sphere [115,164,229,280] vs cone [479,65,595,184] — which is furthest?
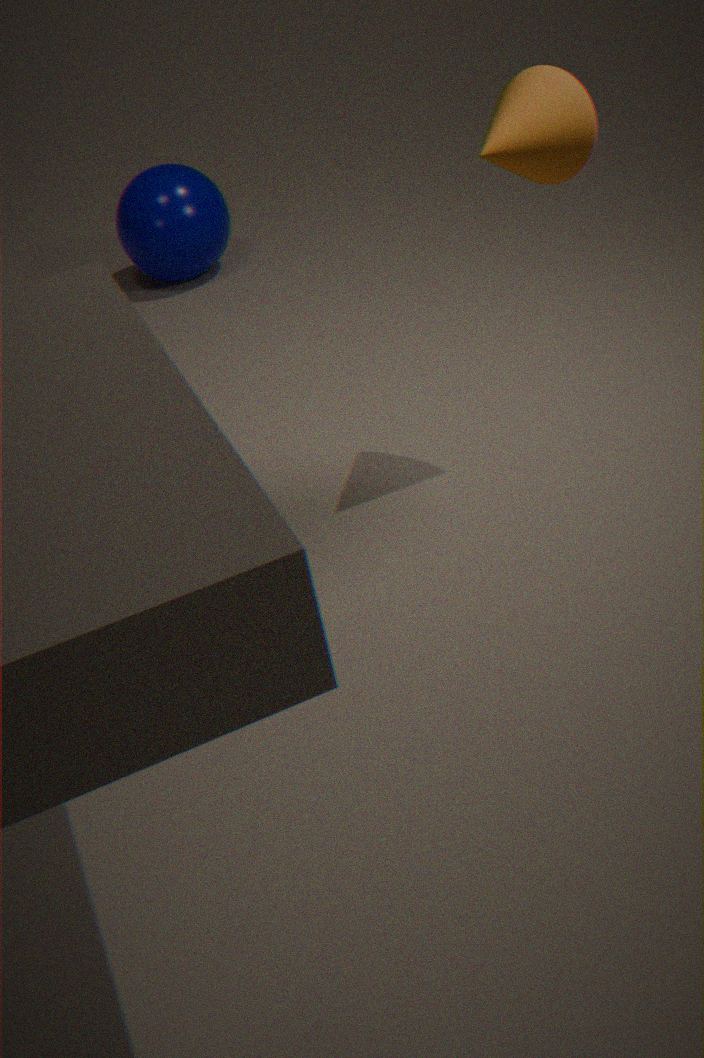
sphere [115,164,229,280]
